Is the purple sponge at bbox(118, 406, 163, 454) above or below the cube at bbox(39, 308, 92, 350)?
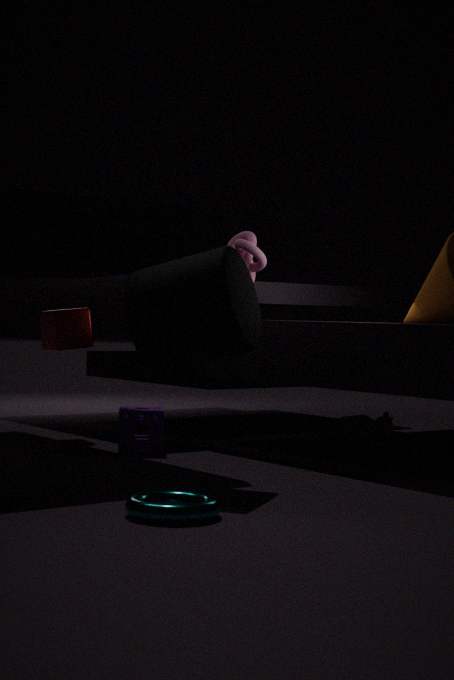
below
